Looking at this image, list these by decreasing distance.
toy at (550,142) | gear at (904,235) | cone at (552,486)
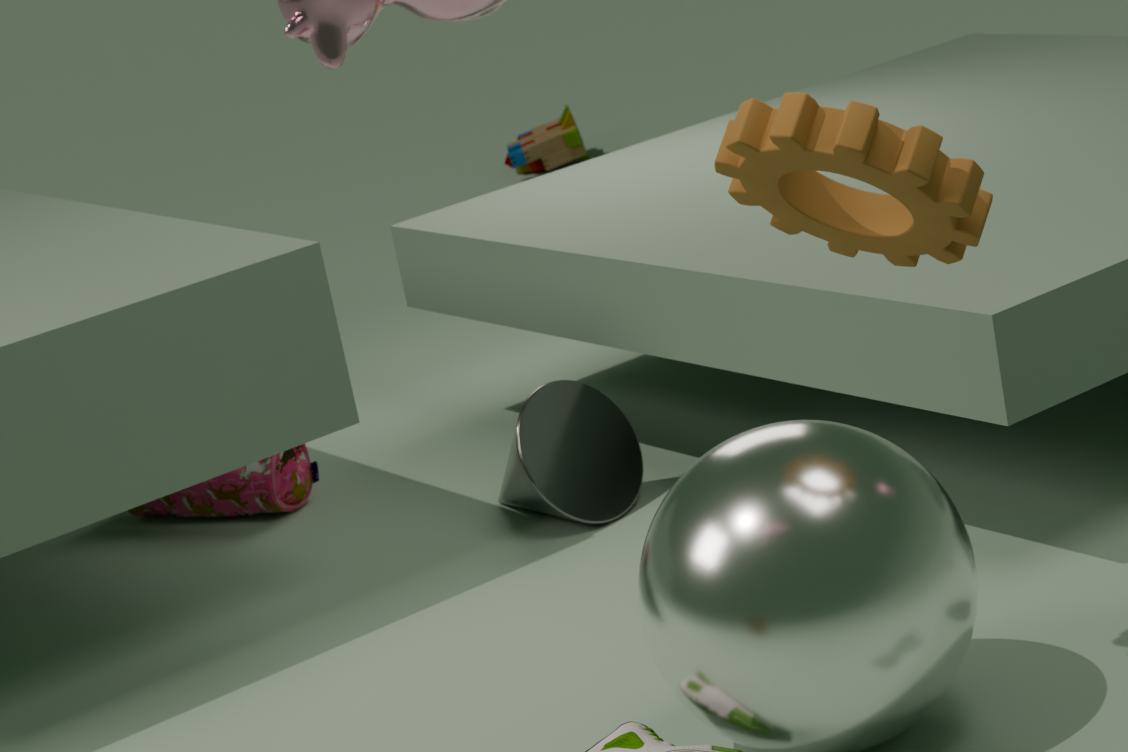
toy at (550,142), cone at (552,486), gear at (904,235)
